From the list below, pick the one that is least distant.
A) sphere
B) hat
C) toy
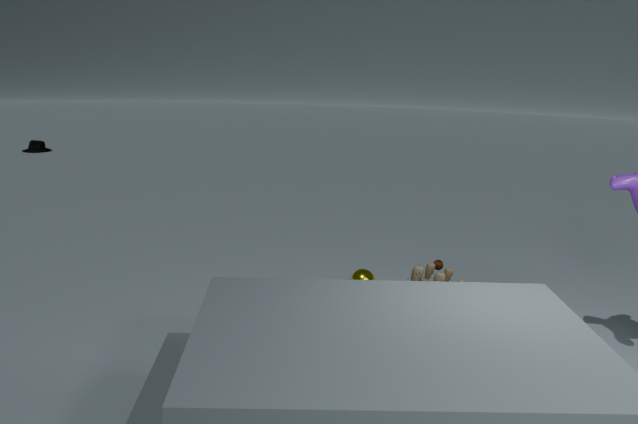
toy
